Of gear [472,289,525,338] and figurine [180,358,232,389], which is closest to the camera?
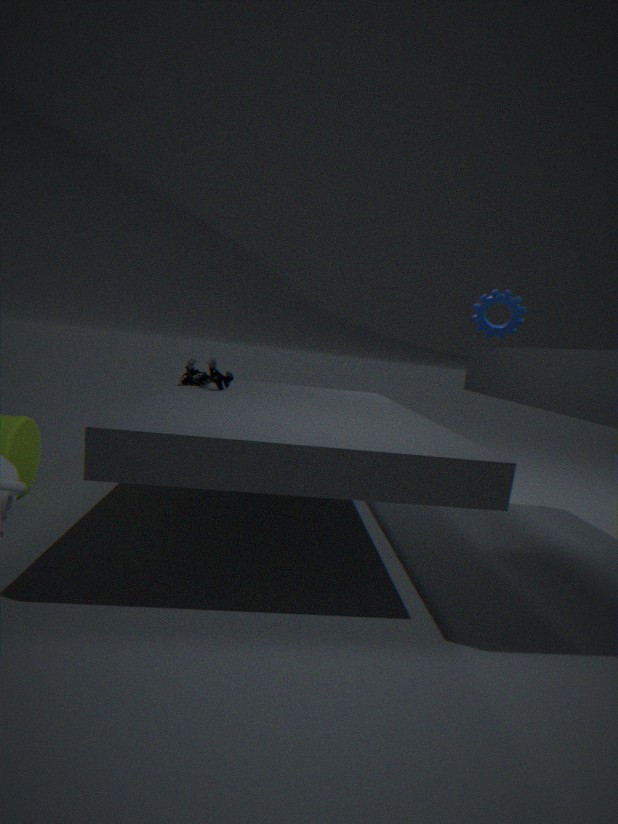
figurine [180,358,232,389]
